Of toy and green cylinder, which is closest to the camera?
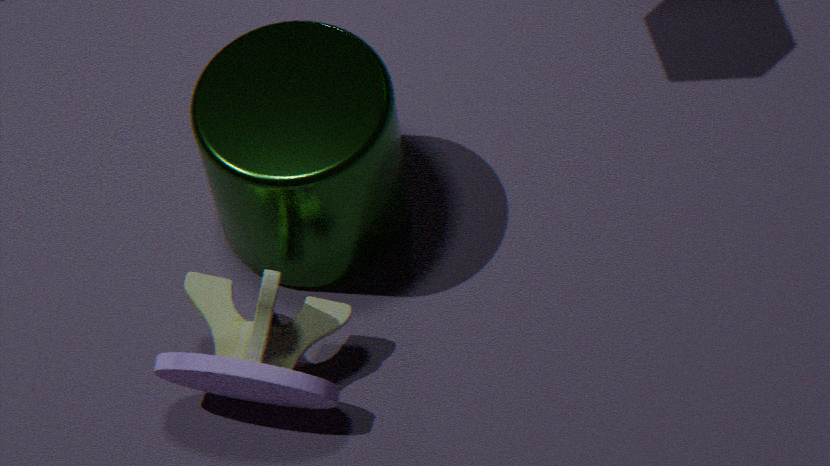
toy
